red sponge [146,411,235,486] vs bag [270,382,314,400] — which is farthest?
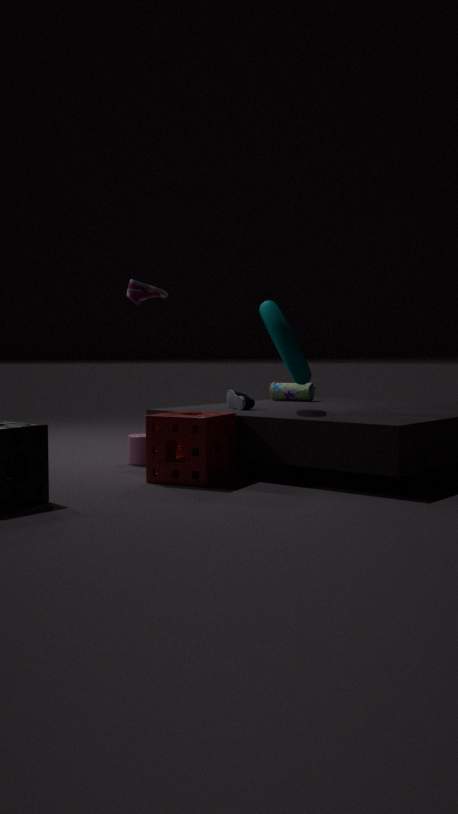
bag [270,382,314,400]
